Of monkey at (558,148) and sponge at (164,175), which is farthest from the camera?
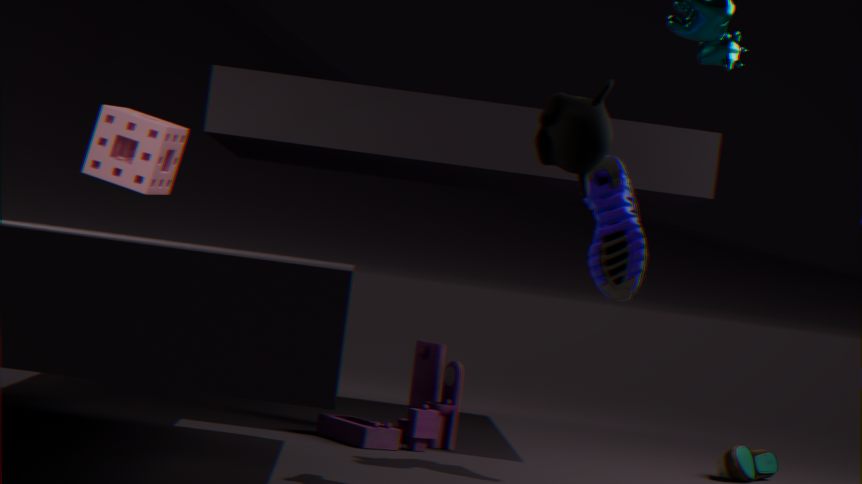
sponge at (164,175)
